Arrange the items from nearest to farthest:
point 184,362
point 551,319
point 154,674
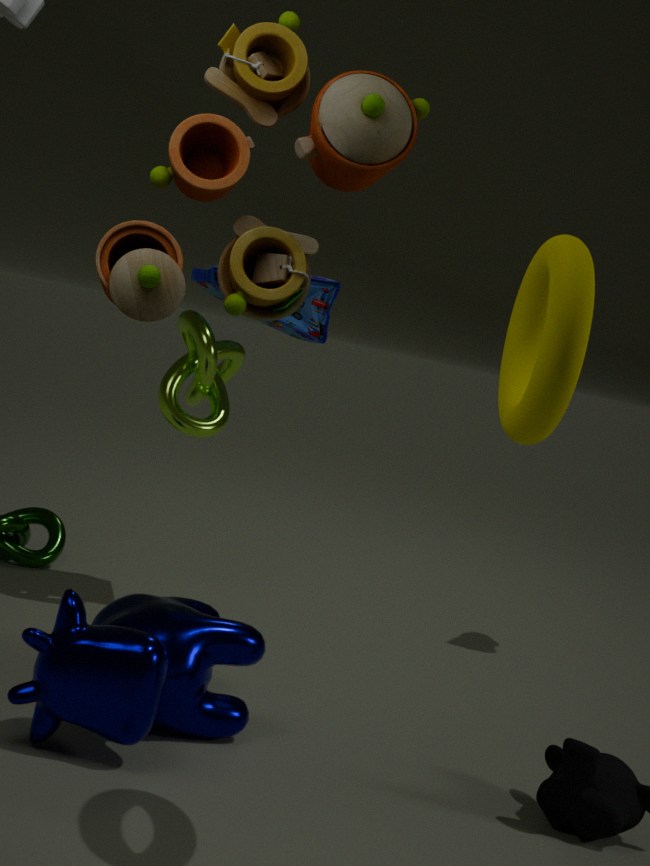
point 551,319
point 154,674
point 184,362
